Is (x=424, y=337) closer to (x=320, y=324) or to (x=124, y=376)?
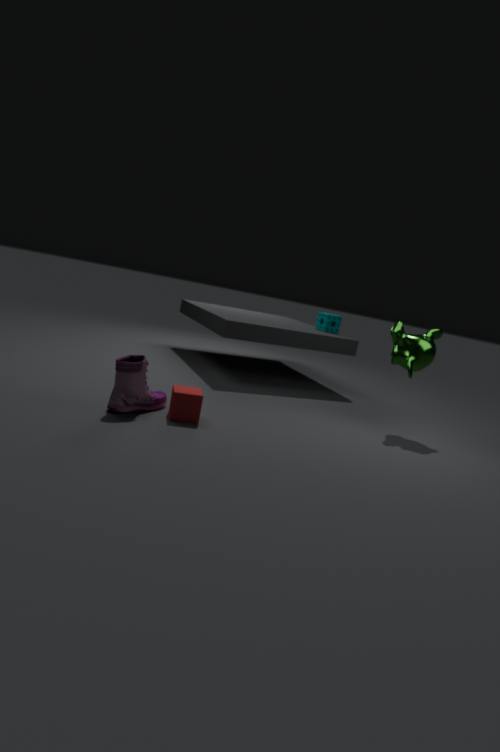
(x=320, y=324)
